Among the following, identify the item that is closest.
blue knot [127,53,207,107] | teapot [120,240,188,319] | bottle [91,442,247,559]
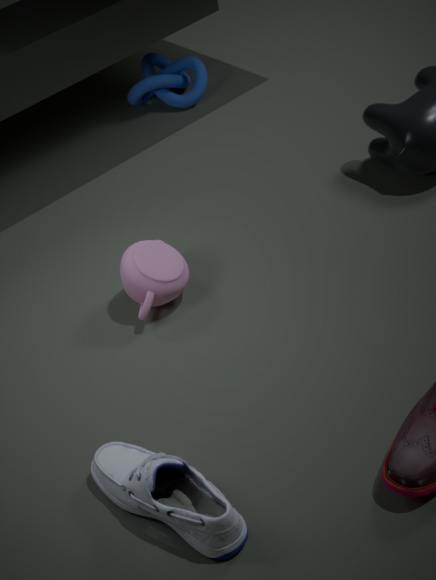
bottle [91,442,247,559]
